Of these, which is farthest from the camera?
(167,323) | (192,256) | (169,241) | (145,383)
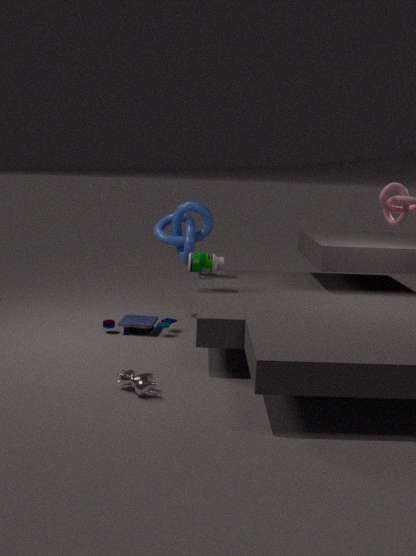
(169,241)
